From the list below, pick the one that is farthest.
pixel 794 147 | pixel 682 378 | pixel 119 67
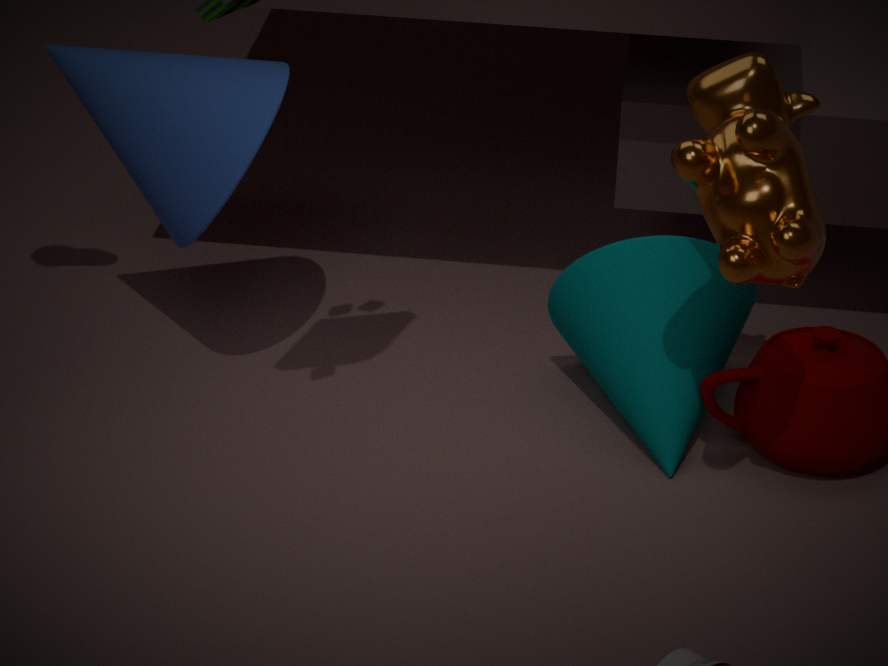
pixel 682 378
